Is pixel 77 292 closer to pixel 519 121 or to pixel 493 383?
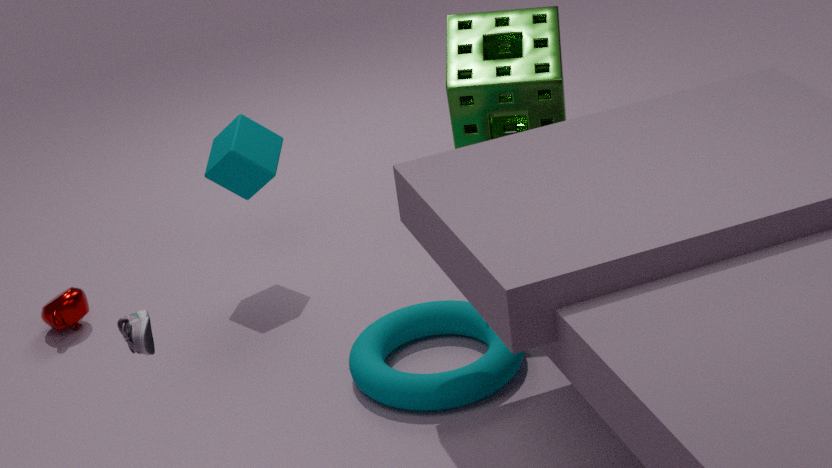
pixel 493 383
